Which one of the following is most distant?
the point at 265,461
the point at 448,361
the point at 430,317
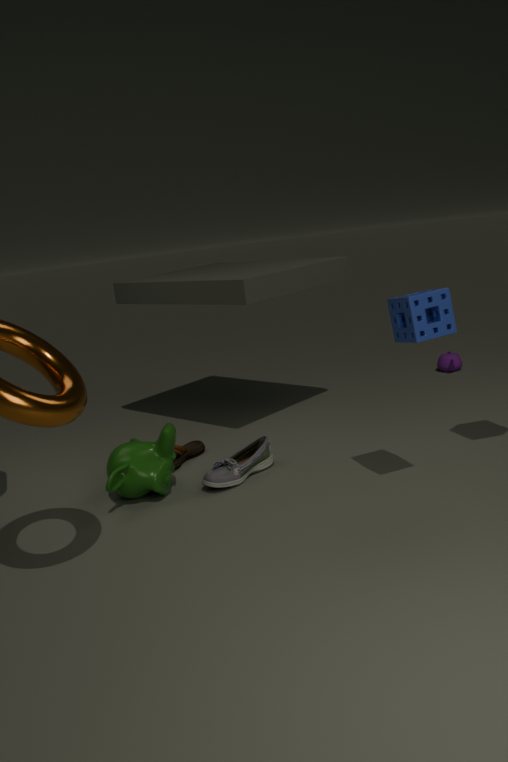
the point at 448,361
